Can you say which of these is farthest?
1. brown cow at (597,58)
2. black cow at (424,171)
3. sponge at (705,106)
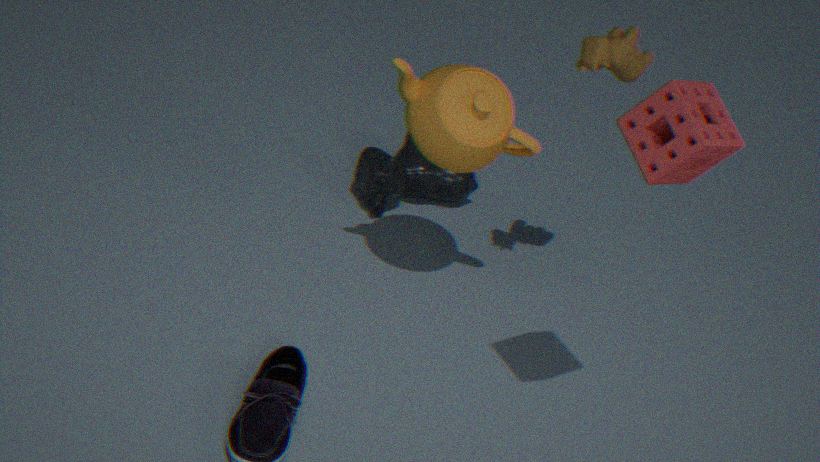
black cow at (424,171)
